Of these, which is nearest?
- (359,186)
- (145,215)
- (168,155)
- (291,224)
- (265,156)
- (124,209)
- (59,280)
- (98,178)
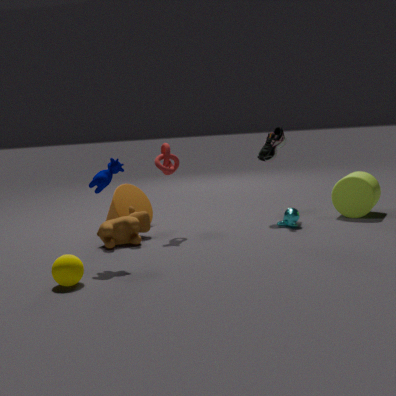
(59,280)
